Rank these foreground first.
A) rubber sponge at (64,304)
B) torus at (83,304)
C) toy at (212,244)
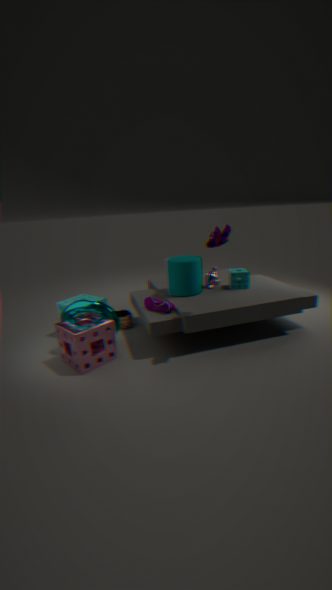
toy at (212,244) < torus at (83,304) < rubber sponge at (64,304)
